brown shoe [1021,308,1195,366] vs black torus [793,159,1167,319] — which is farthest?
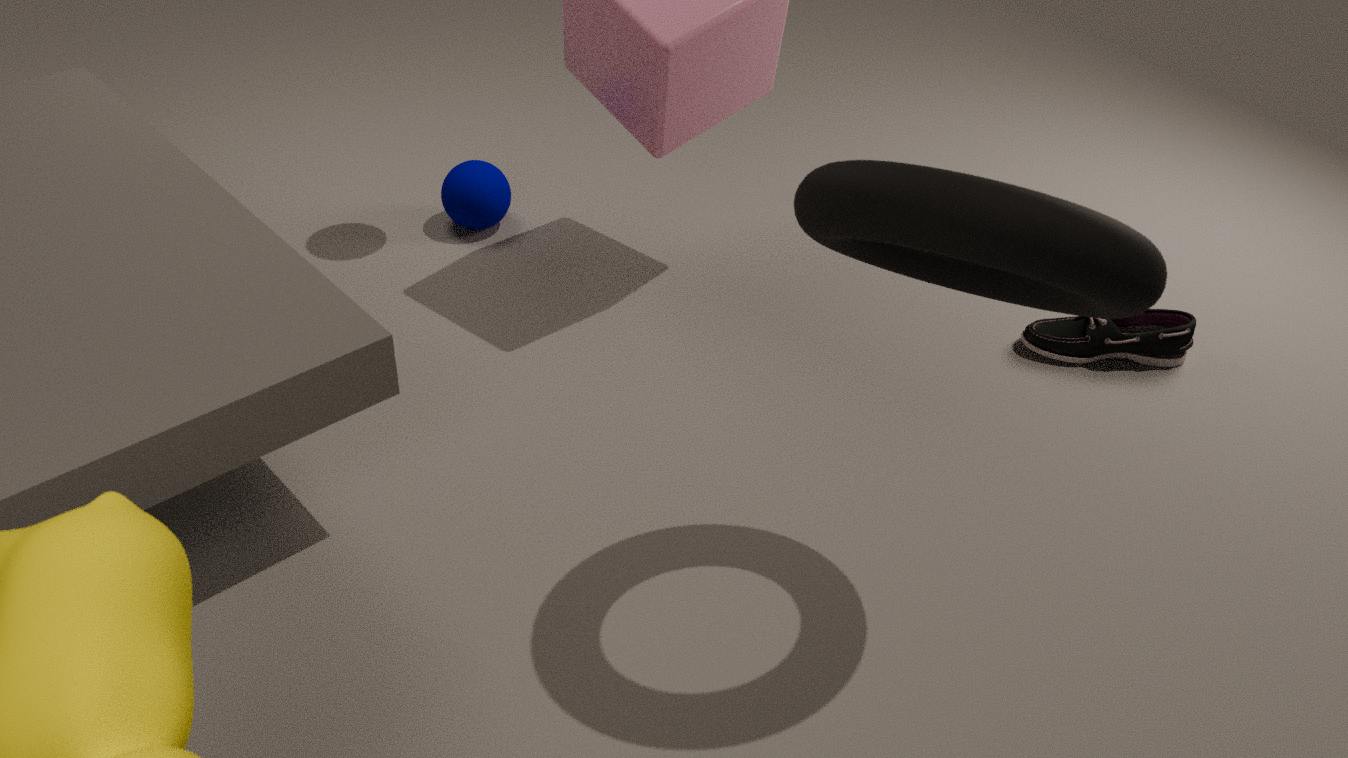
brown shoe [1021,308,1195,366]
